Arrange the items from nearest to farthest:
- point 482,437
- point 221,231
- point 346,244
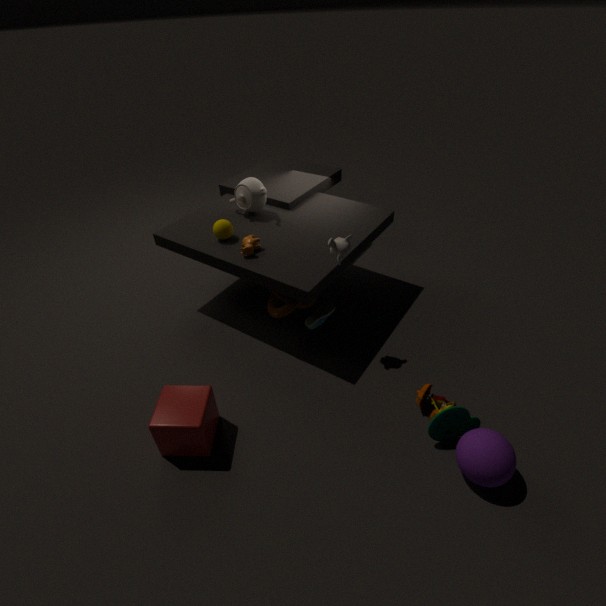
point 482,437, point 346,244, point 221,231
